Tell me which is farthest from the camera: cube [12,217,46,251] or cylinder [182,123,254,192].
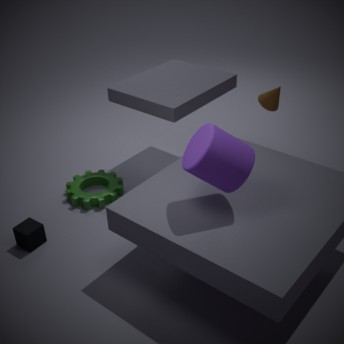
cube [12,217,46,251]
